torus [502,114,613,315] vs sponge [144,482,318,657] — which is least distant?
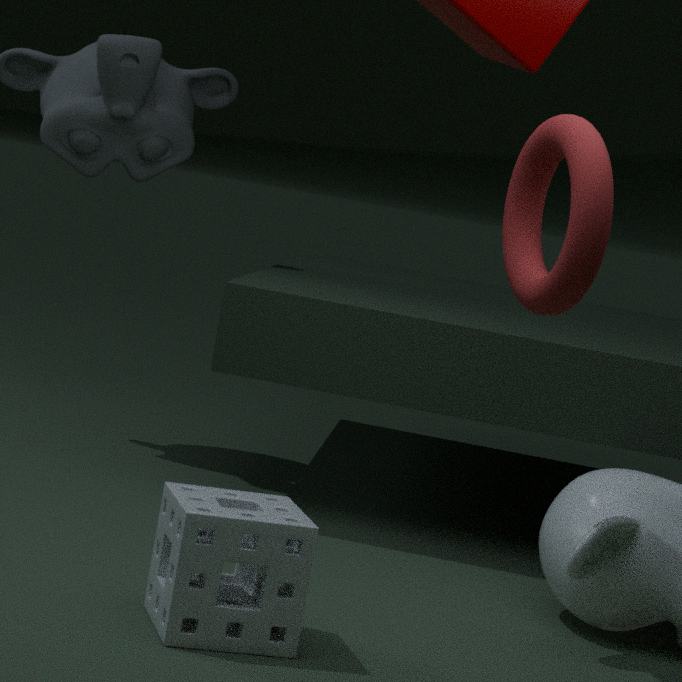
torus [502,114,613,315]
